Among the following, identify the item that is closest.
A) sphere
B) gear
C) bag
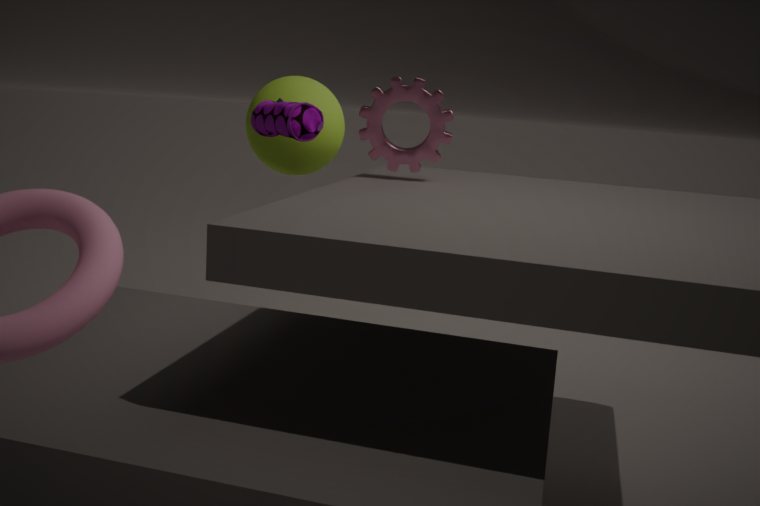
gear
